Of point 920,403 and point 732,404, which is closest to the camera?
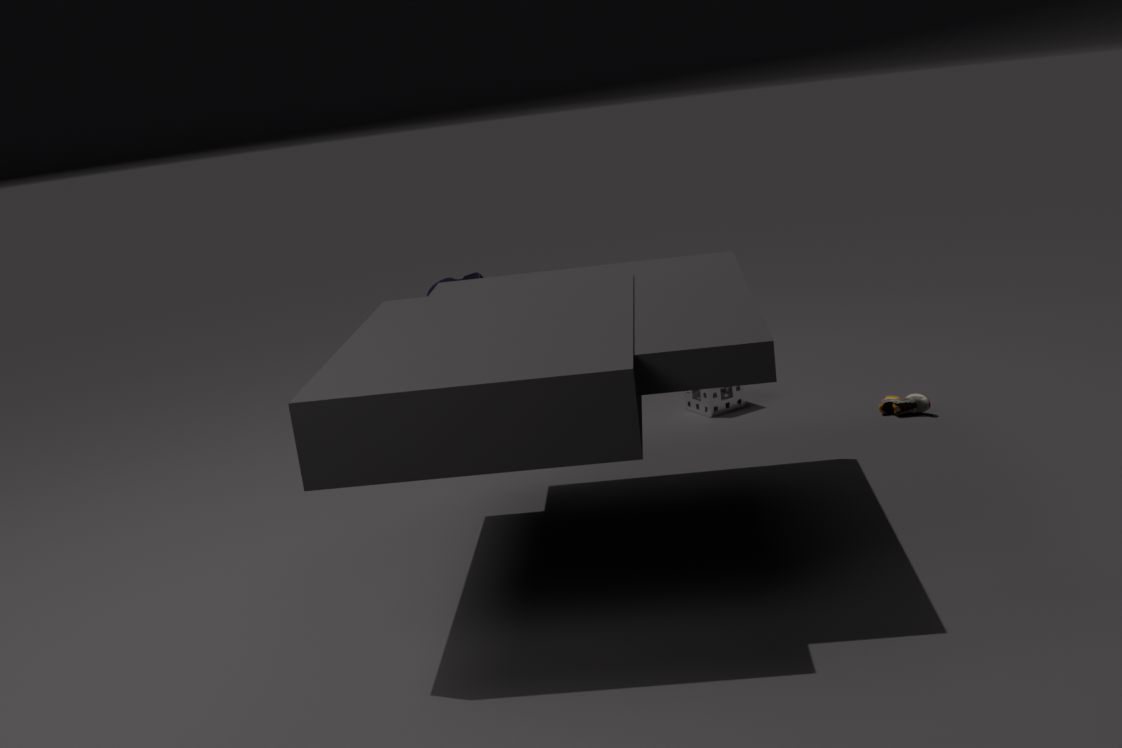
point 920,403
